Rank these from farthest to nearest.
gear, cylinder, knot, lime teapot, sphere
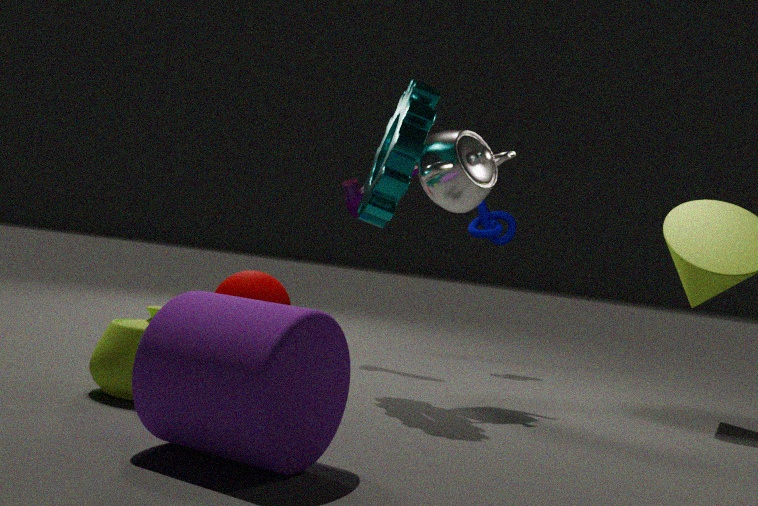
1. knot
2. sphere
3. gear
4. lime teapot
5. cylinder
